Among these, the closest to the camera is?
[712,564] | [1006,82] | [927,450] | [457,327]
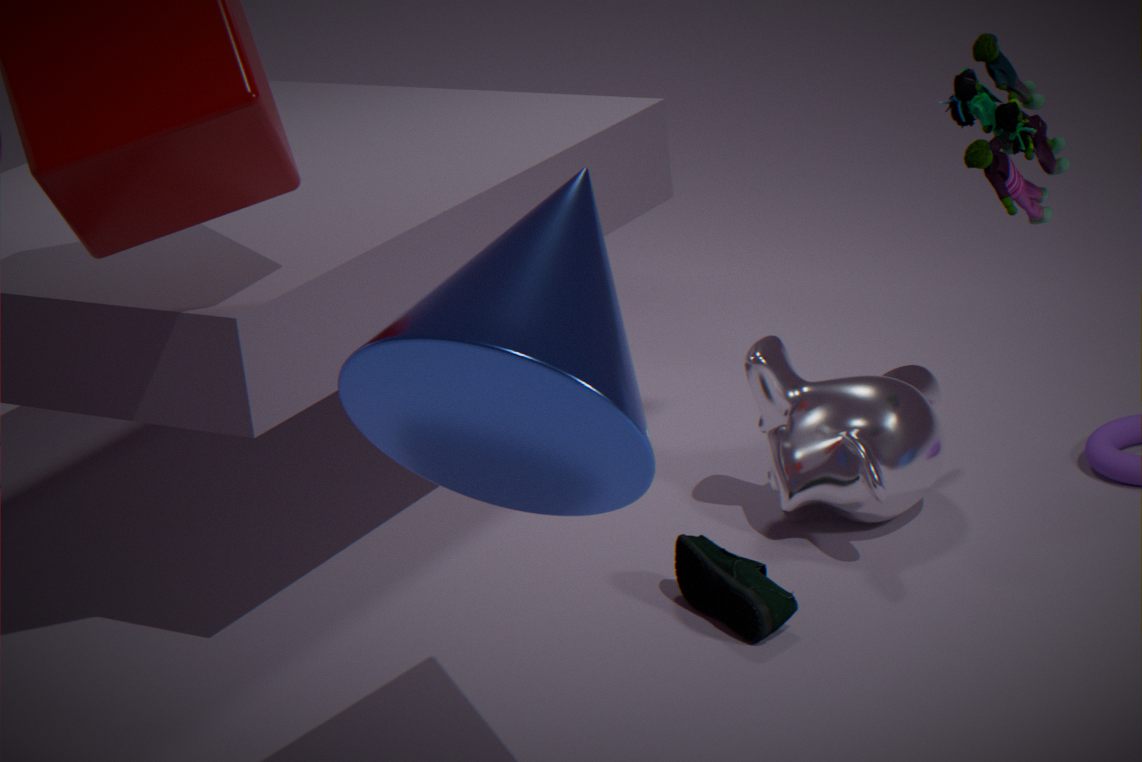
[457,327]
